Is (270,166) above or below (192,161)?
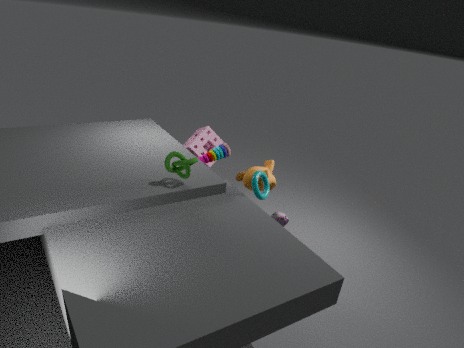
below
